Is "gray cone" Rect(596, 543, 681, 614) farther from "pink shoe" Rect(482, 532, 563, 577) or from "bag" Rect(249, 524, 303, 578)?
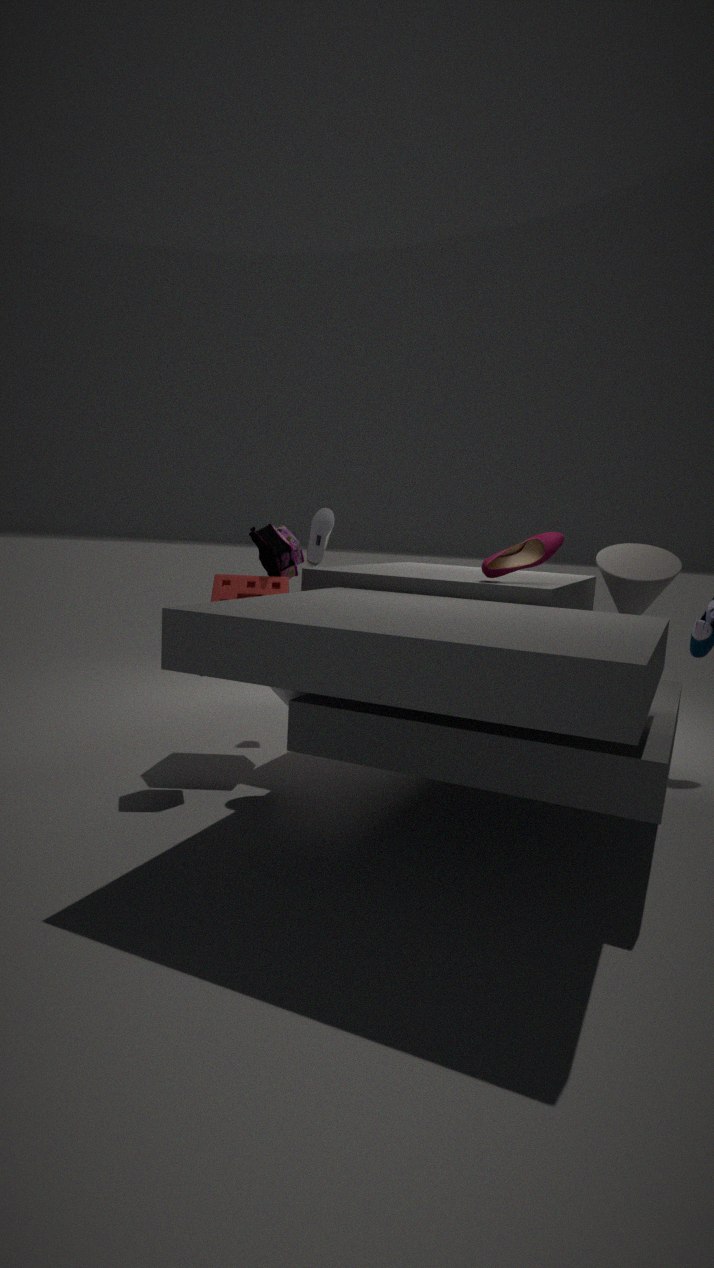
"bag" Rect(249, 524, 303, 578)
